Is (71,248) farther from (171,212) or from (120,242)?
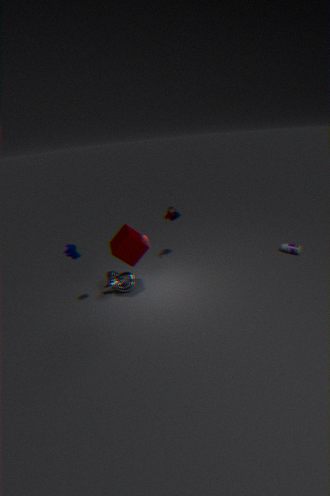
(171,212)
